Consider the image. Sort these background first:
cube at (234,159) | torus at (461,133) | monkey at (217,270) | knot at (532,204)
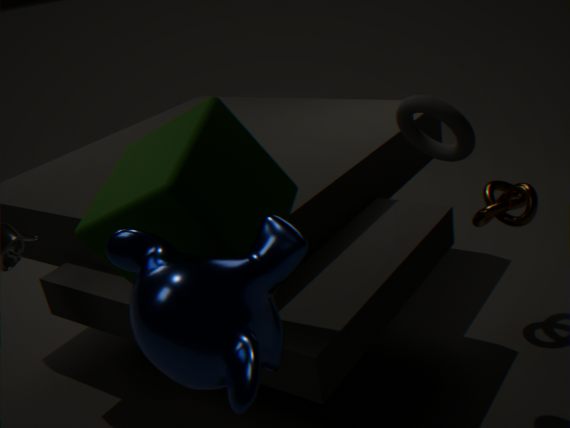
1. knot at (532,204)
2. torus at (461,133)
3. cube at (234,159)
4. monkey at (217,270)
